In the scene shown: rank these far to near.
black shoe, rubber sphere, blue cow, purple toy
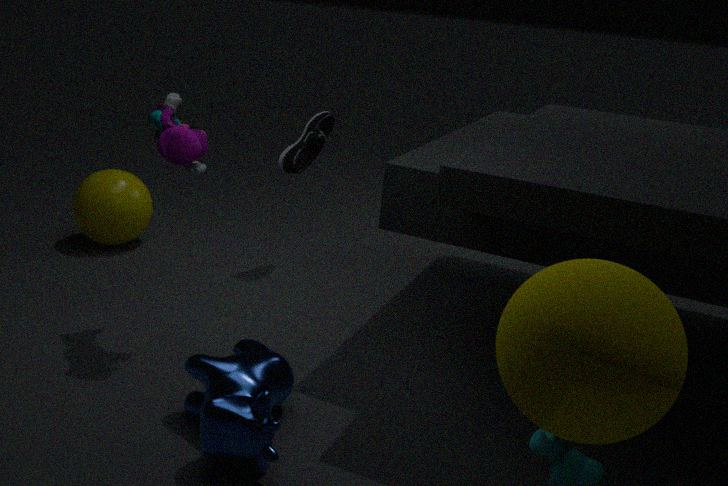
black shoe, purple toy, blue cow, rubber sphere
